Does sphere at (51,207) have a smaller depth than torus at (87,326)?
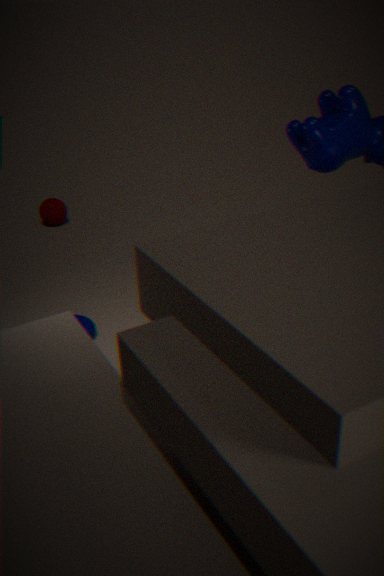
No
